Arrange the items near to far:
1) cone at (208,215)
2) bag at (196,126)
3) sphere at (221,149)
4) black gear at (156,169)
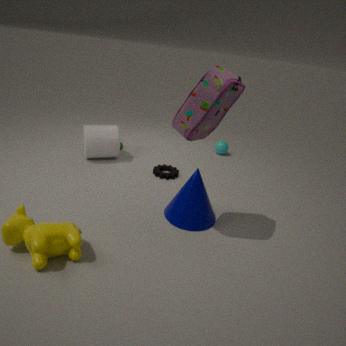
1. 2. bag at (196,126)
2. 1. cone at (208,215)
3. 4. black gear at (156,169)
4. 3. sphere at (221,149)
